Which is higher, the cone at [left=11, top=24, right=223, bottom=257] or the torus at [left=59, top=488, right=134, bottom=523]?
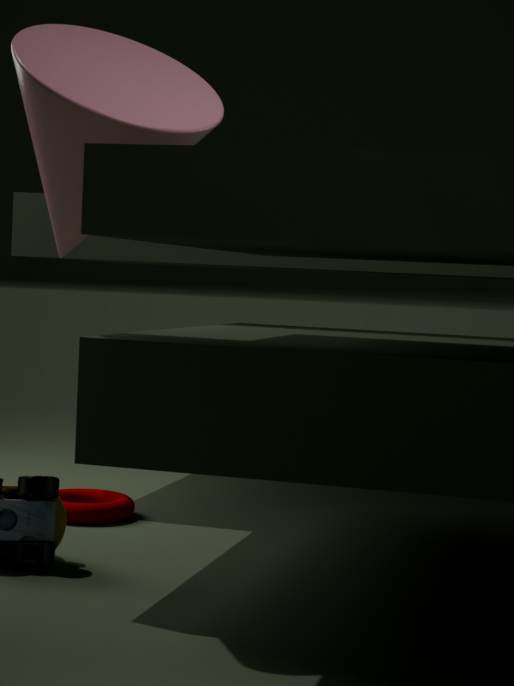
the cone at [left=11, top=24, right=223, bottom=257]
